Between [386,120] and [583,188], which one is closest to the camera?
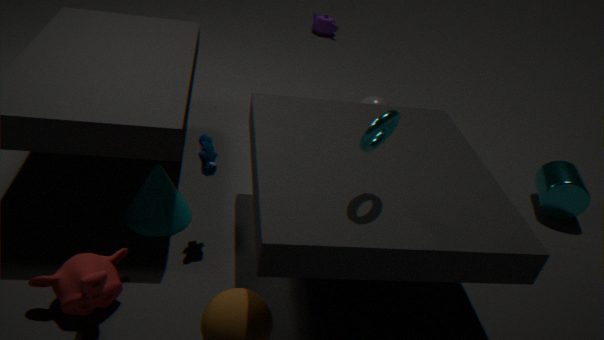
[386,120]
